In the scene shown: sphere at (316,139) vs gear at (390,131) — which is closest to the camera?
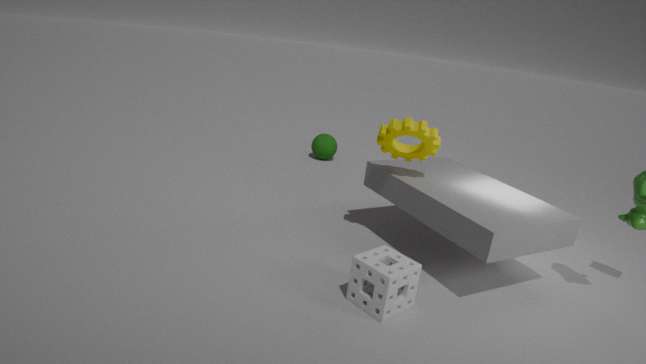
gear at (390,131)
